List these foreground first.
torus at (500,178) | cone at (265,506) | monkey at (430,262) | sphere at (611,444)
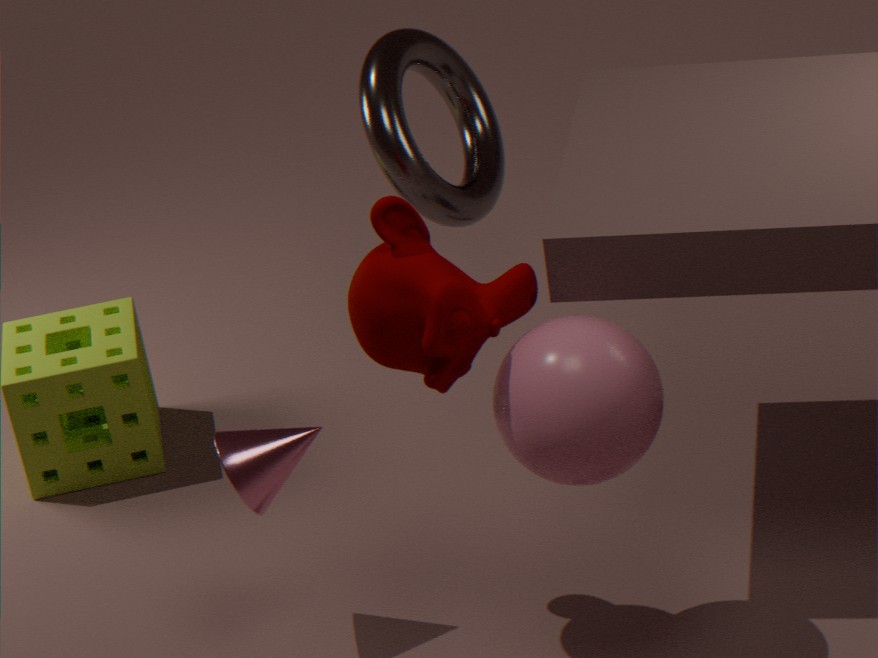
sphere at (611,444) < monkey at (430,262) < cone at (265,506) < torus at (500,178)
